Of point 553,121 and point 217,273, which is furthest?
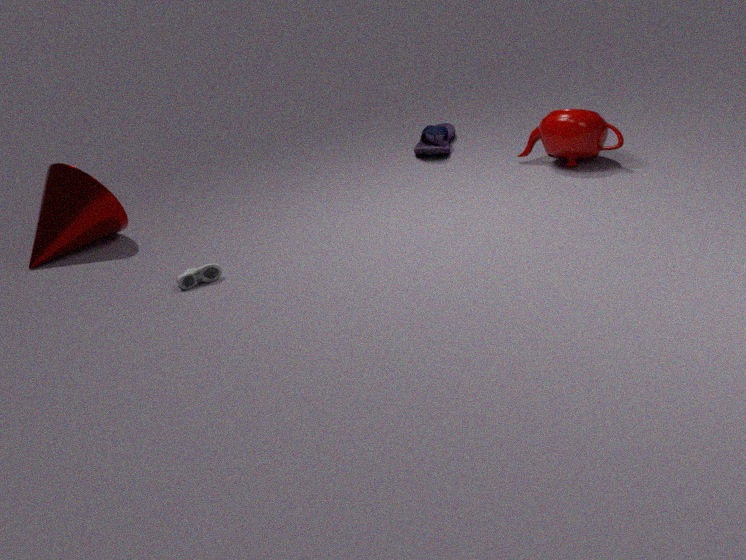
point 553,121
